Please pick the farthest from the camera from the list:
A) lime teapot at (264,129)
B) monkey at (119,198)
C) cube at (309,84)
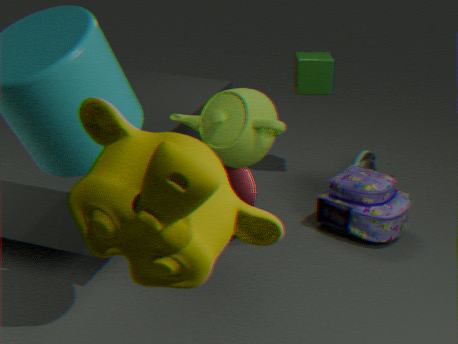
cube at (309,84)
